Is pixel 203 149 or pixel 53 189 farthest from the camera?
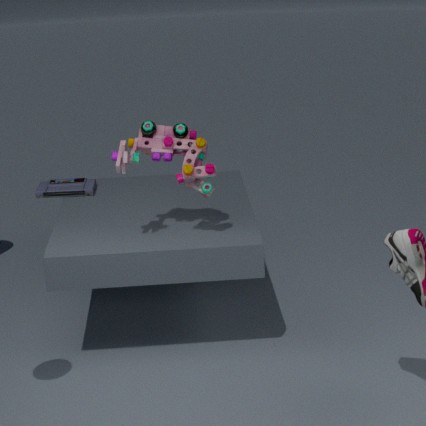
pixel 53 189
